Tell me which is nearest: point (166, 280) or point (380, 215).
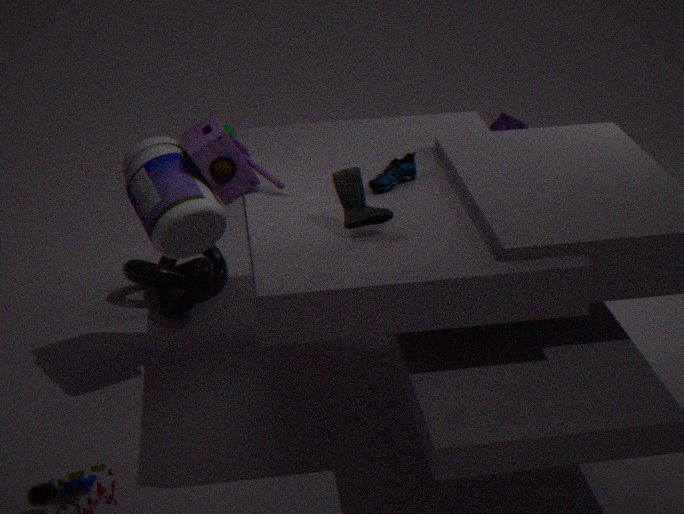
point (380, 215)
